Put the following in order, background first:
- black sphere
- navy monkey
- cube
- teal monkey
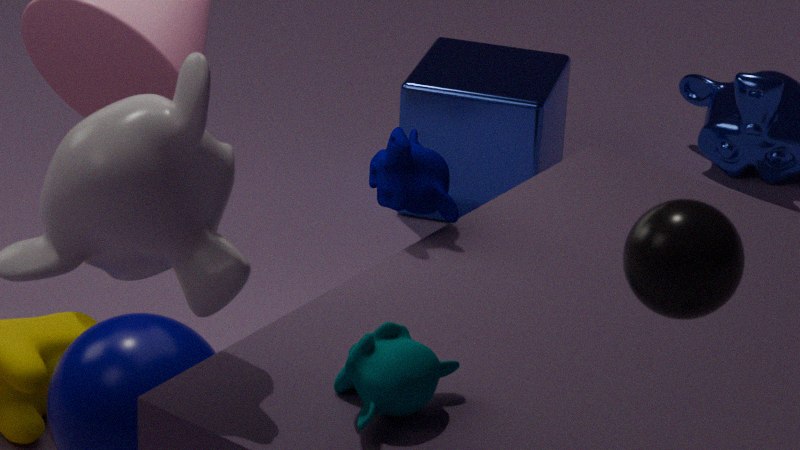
cube → navy monkey → teal monkey → black sphere
